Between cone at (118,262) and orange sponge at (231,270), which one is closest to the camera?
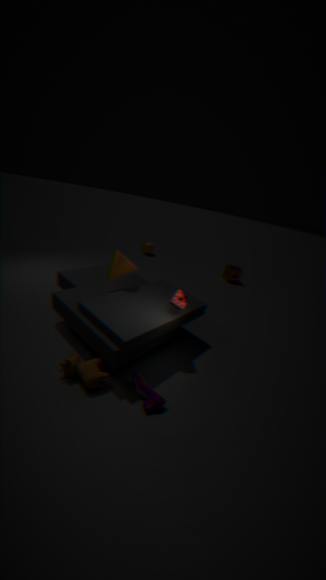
cone at (118,262)
